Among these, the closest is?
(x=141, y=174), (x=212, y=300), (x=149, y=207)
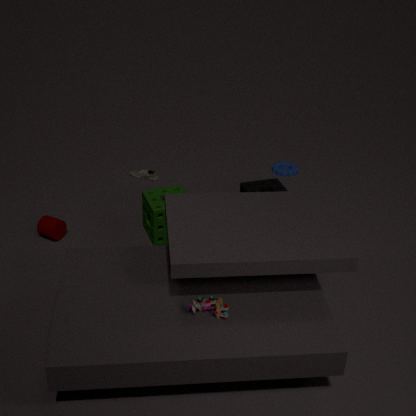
(x=212, y=300)
